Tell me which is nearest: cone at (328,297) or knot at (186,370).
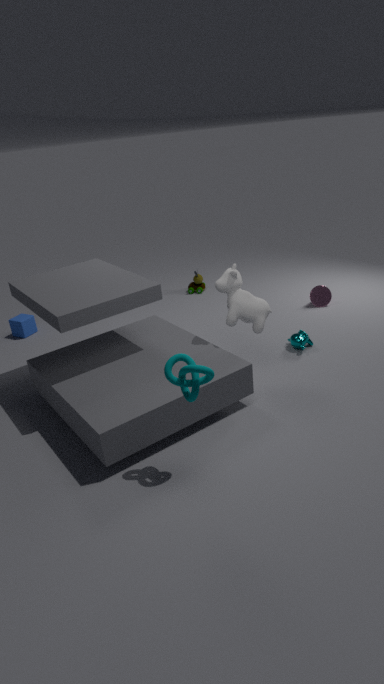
knot at (186,370)
